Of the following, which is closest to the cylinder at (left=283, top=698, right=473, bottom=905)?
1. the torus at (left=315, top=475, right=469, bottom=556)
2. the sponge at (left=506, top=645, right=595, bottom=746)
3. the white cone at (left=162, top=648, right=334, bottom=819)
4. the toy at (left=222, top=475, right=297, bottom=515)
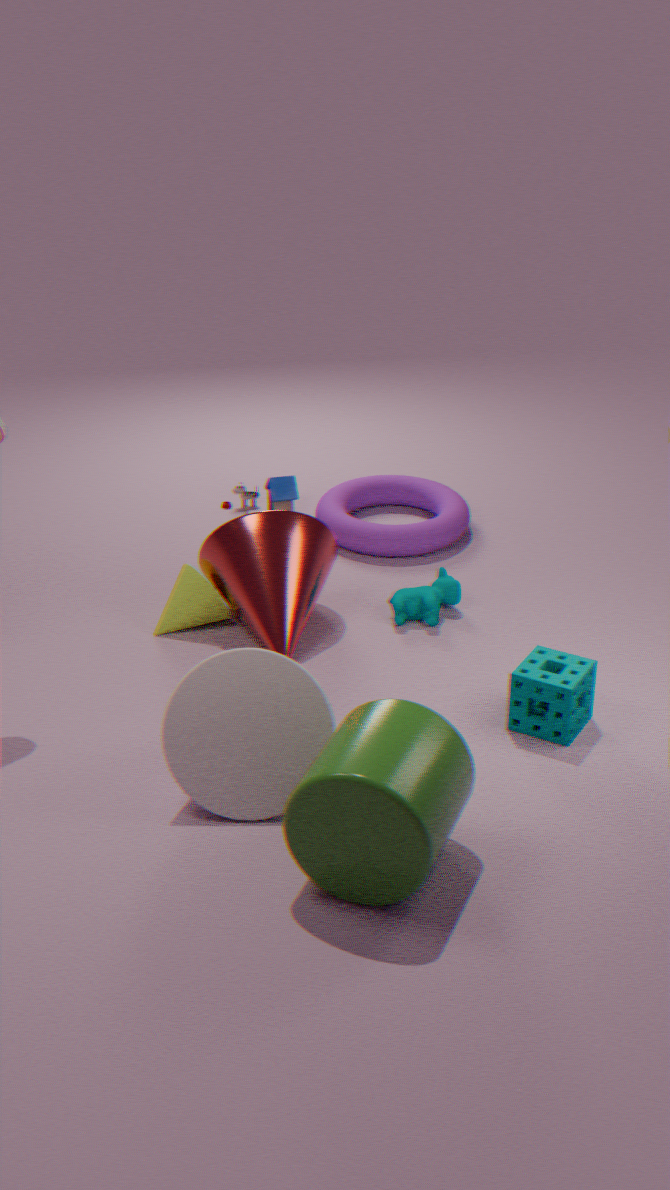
the white cone at (left=162, top=648, right=334, bottom=819)
